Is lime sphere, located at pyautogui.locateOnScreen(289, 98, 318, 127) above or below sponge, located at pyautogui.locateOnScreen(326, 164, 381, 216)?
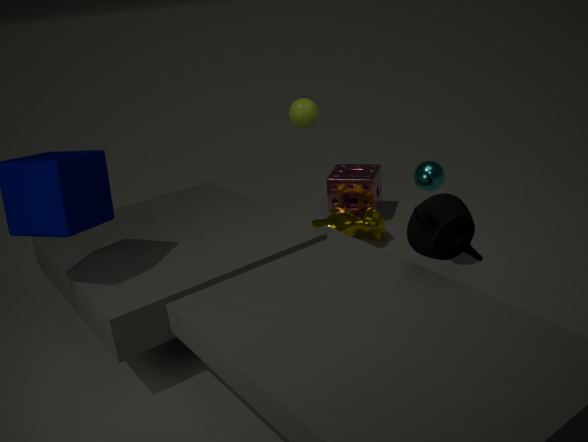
above
